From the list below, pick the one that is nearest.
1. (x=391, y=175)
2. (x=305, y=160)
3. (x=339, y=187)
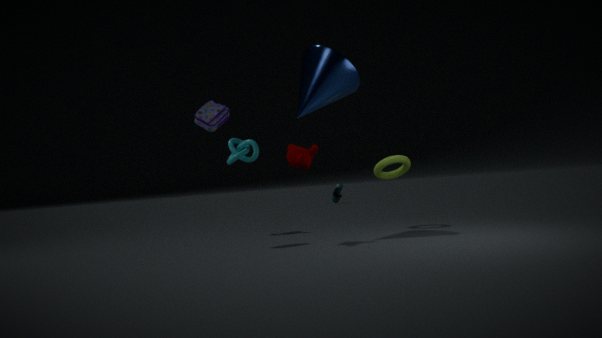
(x=305, y=160)
